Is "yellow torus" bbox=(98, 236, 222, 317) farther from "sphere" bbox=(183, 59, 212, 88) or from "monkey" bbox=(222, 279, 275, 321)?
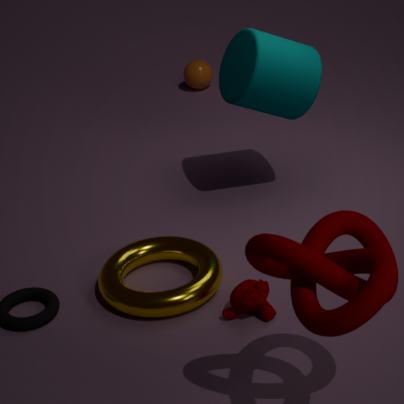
"sphere" bbox=(183, 59, 212, 88)
